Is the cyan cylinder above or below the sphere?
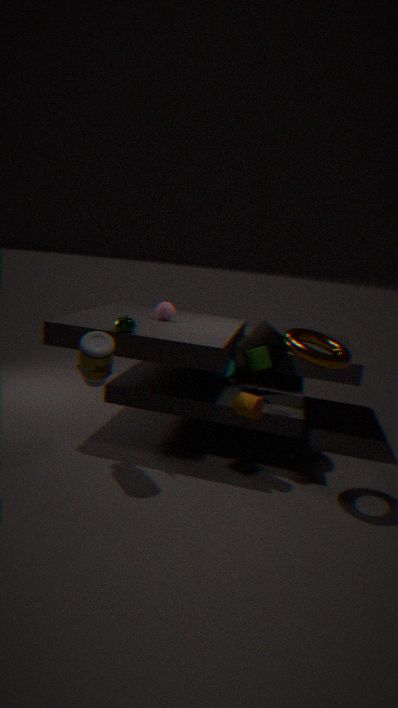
below
